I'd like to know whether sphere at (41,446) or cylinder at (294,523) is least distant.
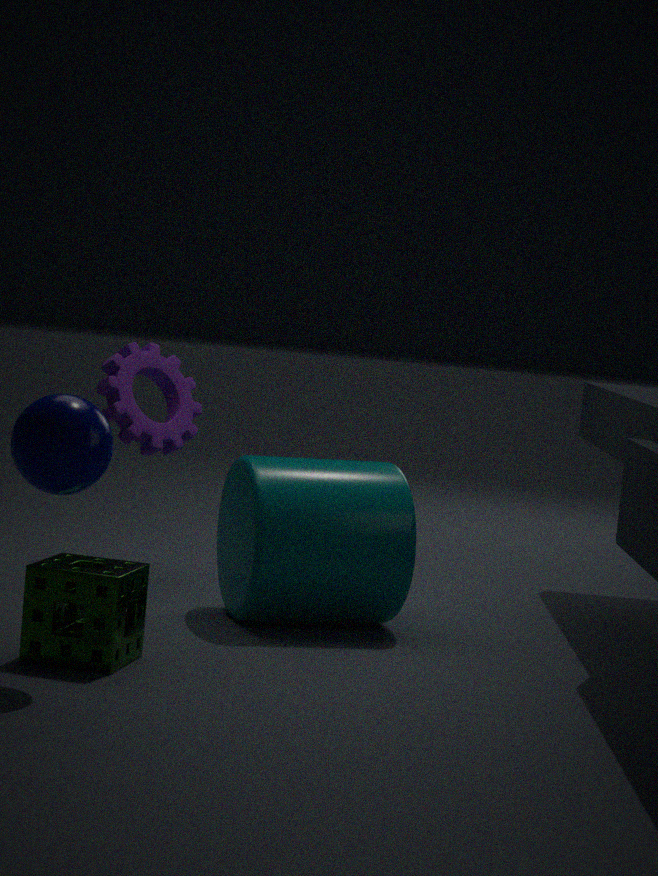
sphere at (41,446)
